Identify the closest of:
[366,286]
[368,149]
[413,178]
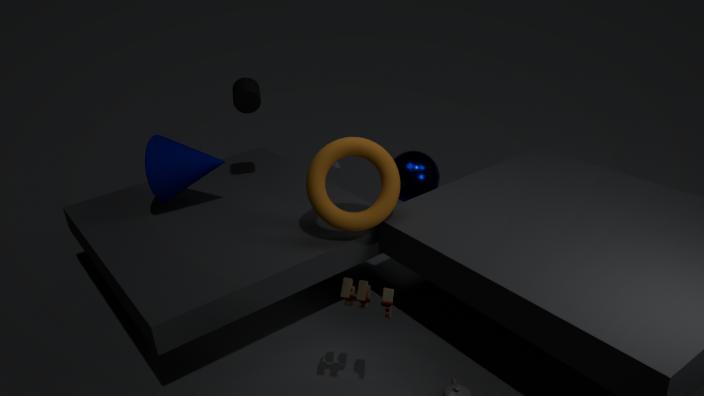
[366,286]
